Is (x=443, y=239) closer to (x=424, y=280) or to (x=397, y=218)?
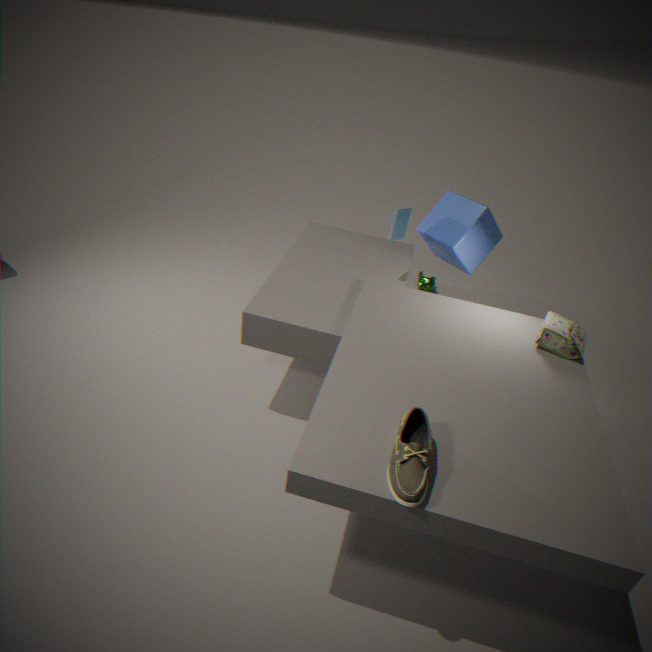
(x=397, y=218)
